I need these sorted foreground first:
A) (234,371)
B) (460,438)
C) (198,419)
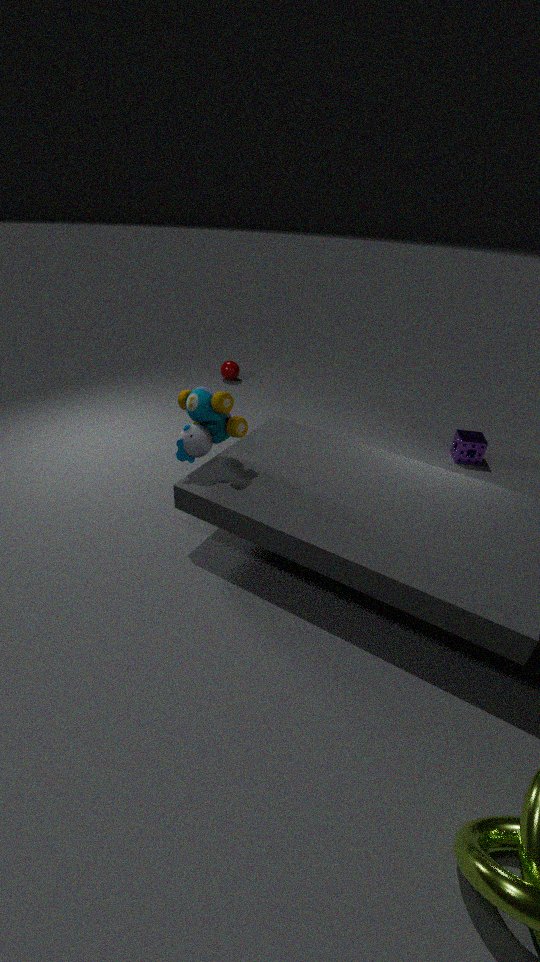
(198,419) < (460,438) < (234,371)
